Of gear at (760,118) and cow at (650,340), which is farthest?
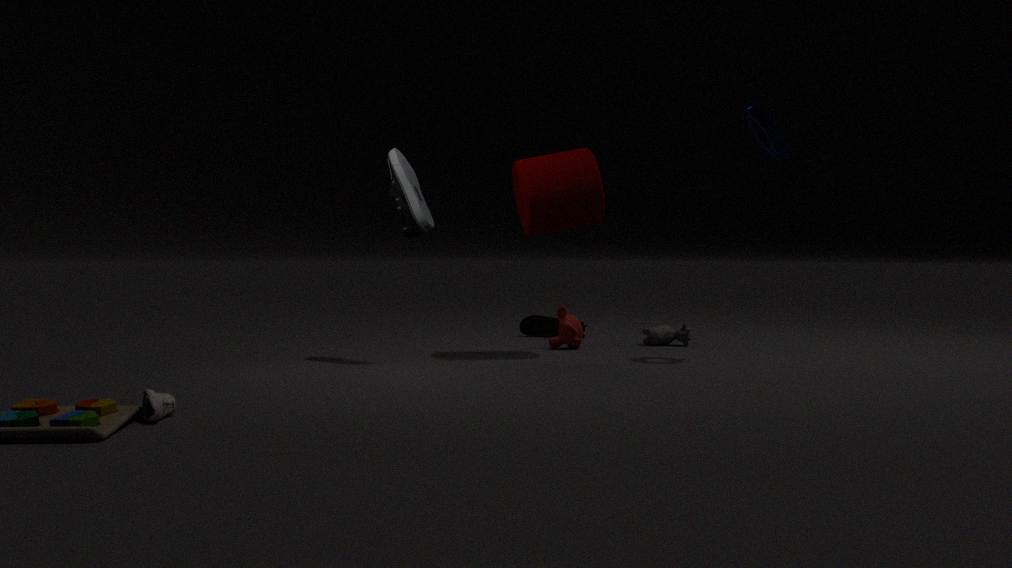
cow at (650,340)
